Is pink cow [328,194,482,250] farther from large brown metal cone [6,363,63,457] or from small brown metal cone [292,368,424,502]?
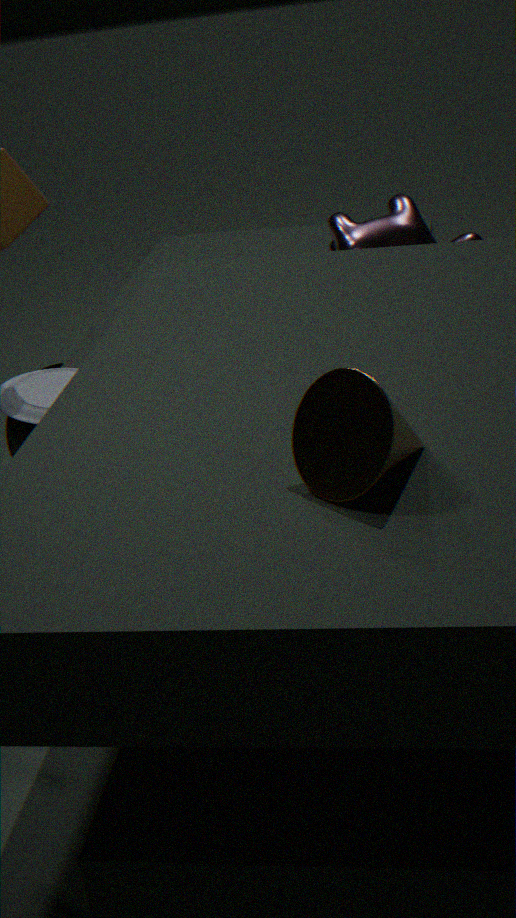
small brown metal cone [292,368,424,502]
